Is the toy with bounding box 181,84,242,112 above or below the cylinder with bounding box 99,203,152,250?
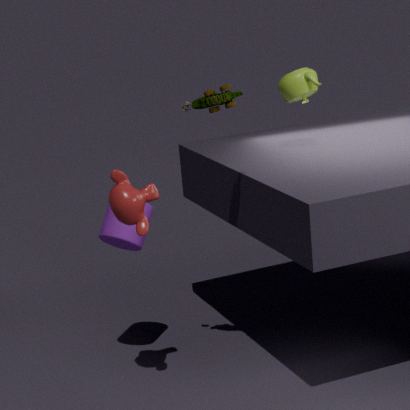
above
